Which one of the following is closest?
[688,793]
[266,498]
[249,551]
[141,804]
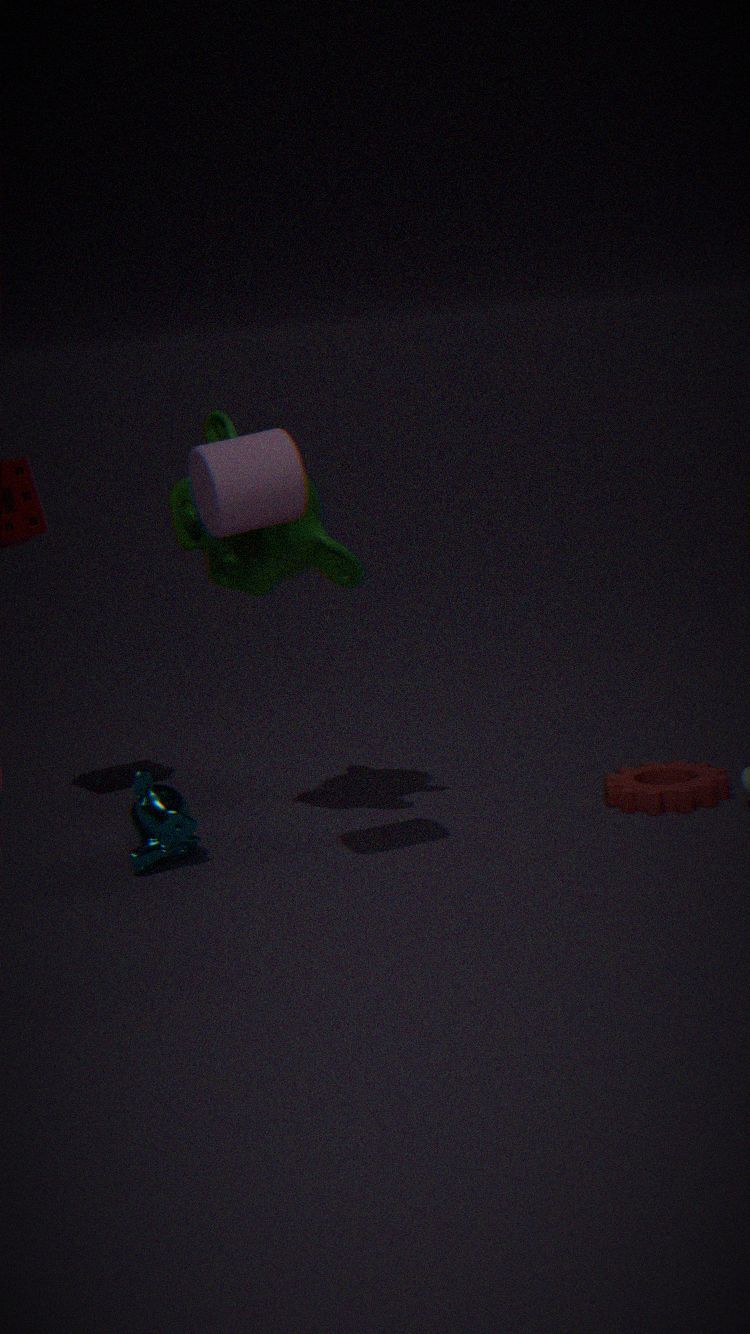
[266,498]
